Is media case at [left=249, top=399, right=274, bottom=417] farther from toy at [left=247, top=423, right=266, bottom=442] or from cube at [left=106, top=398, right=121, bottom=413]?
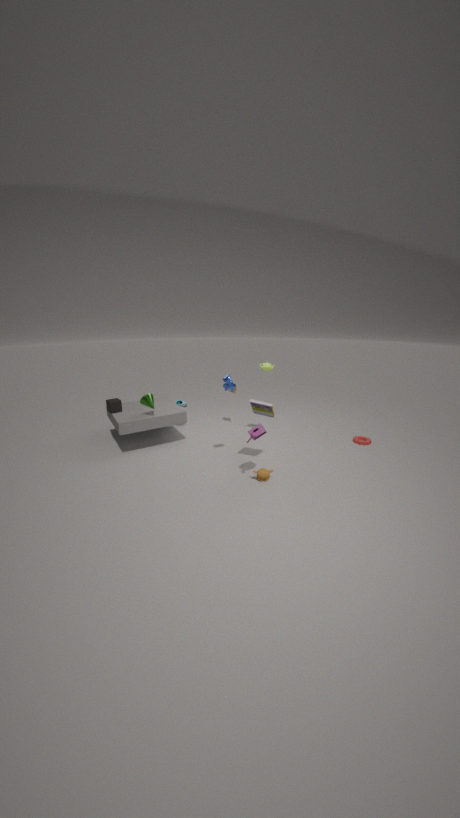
cube at [left=106, top=398, right=121, bottom=413]
